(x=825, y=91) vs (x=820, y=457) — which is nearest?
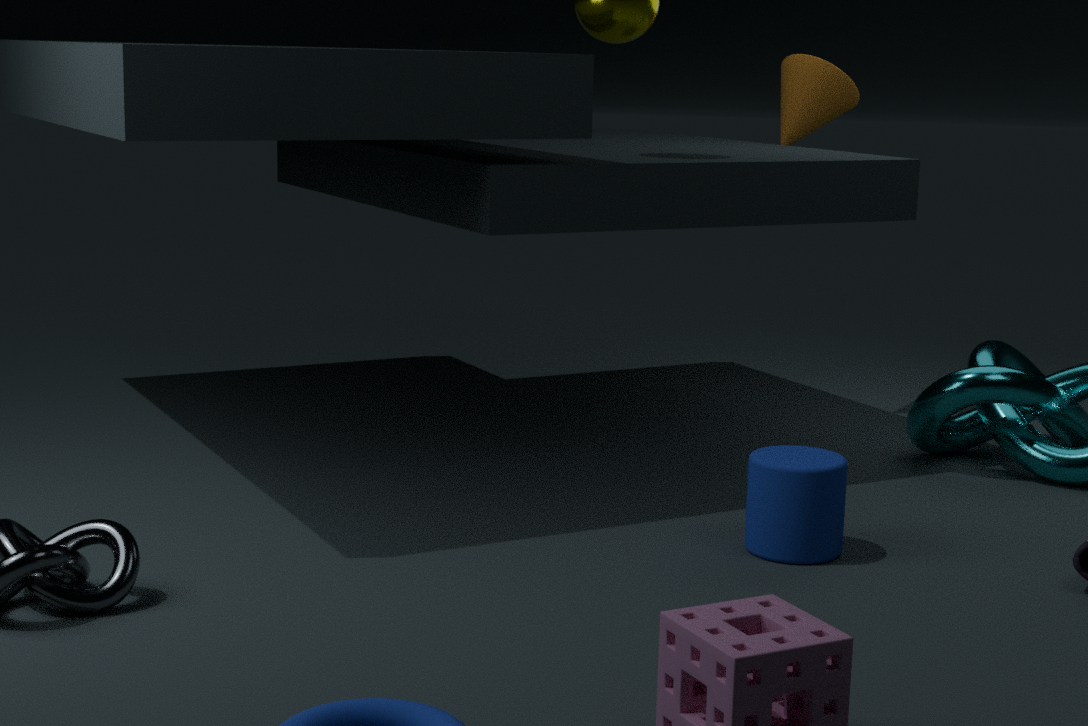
(x=820, y=457)
